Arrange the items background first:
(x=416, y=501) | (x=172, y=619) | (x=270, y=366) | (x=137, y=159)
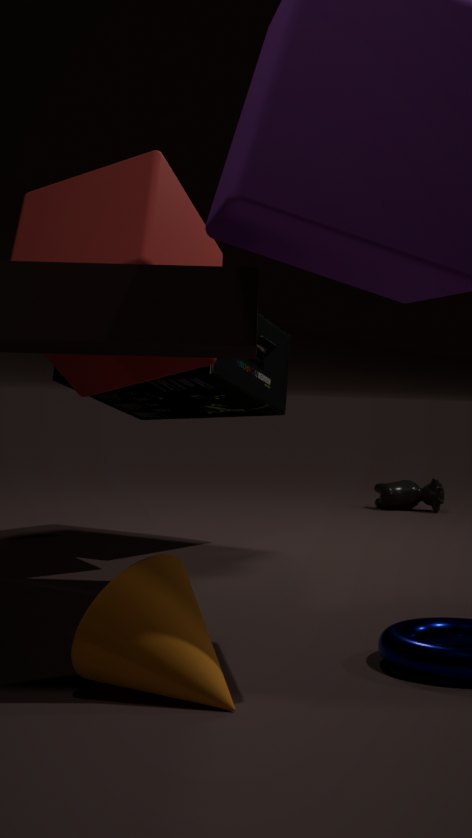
1. (x=416, y=501)
2. (x=270, y=366)
3. (x=137, y=159)
4. (x=172, y=619)
